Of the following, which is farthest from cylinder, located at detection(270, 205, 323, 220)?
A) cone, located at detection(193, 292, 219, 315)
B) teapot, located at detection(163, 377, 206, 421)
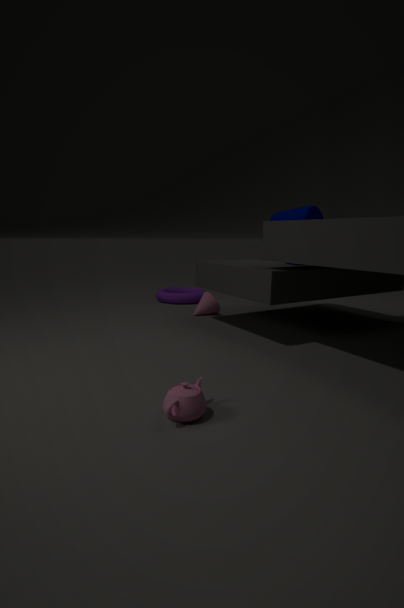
teapot, located at detection(163, 377, 206, 421)
